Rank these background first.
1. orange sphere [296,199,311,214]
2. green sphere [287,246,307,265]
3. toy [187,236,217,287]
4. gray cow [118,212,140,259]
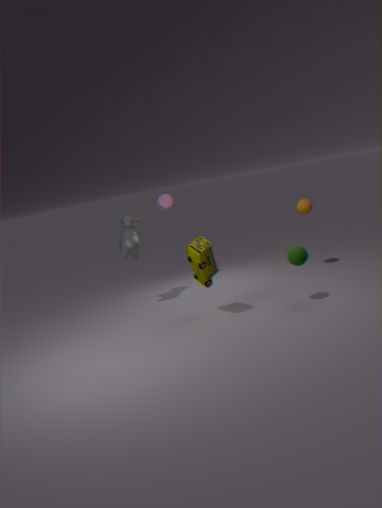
orange sphere [296,199,311,214] < gray cow [118,212,140,259] < green sphere [287,246,307,265] < toy [187,236,217,287]
